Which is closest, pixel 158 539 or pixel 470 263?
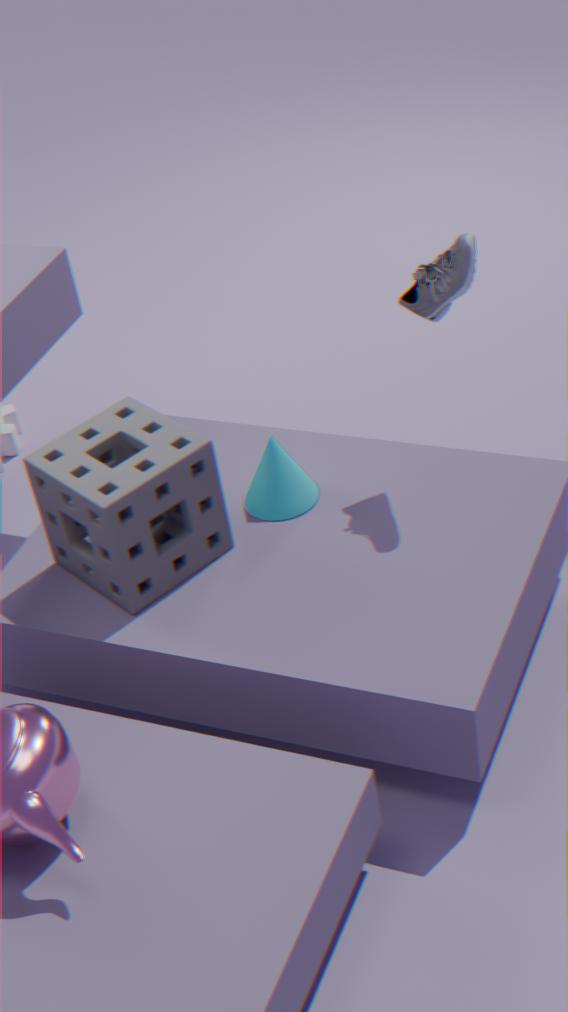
pixel 470 263
